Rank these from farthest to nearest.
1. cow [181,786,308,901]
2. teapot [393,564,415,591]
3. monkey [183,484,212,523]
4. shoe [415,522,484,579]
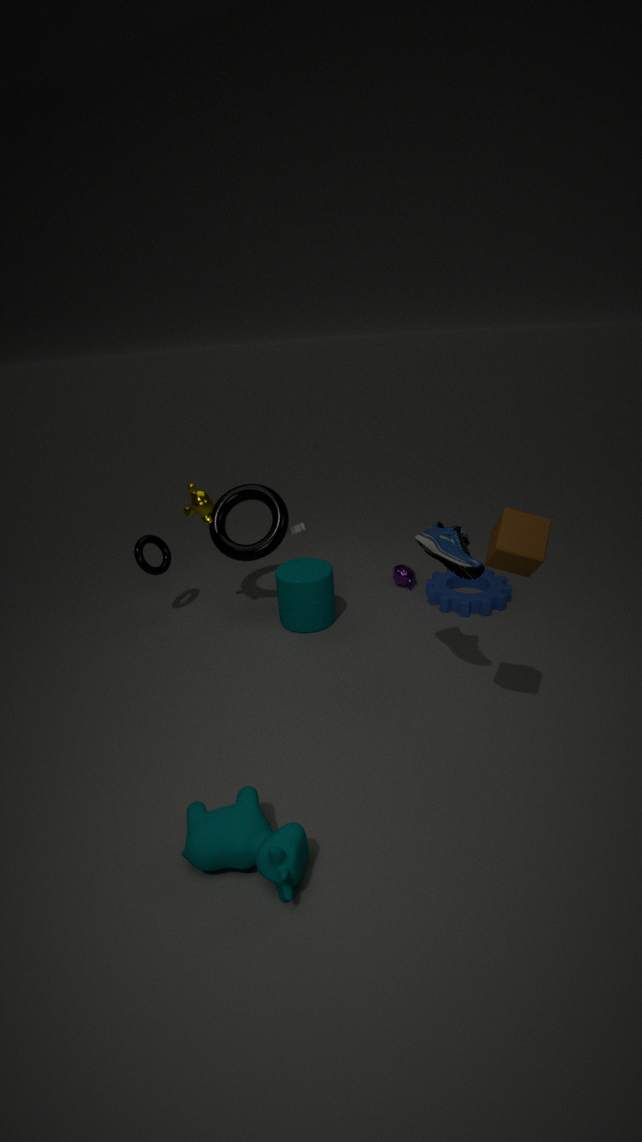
teapot [393,564,415,591]
monkey [183,484,212,523]
shoe [415,522,484,579]
cow [181,786,308,901]
